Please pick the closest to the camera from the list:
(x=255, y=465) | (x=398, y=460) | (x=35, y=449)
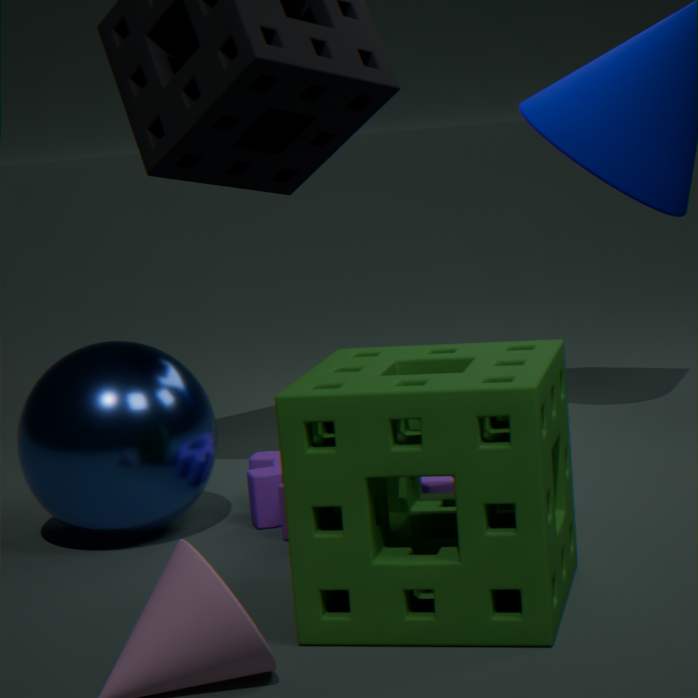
(x=398, y=460)
